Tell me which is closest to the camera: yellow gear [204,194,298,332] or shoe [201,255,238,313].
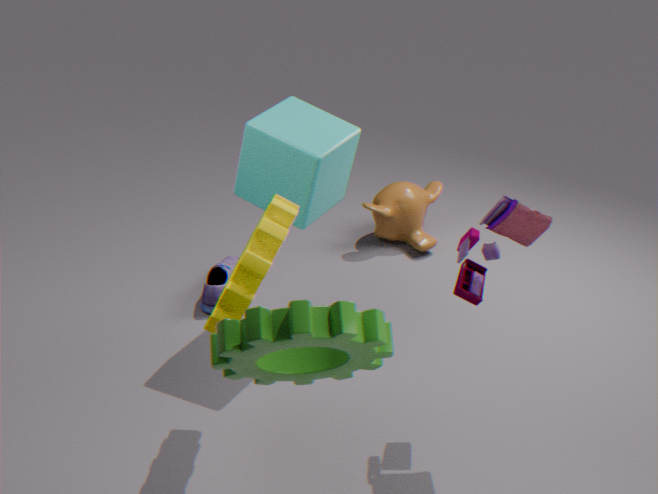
yellow gear [204,194,298,332]
